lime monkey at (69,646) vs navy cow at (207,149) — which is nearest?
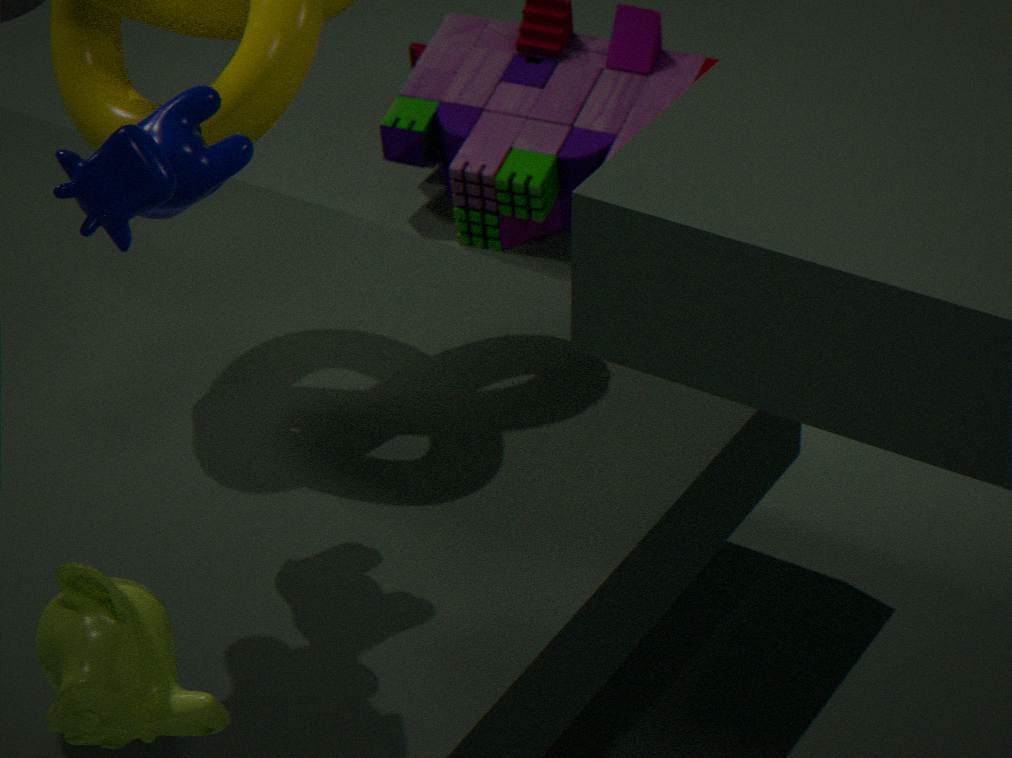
lime monkey at (69,646)
